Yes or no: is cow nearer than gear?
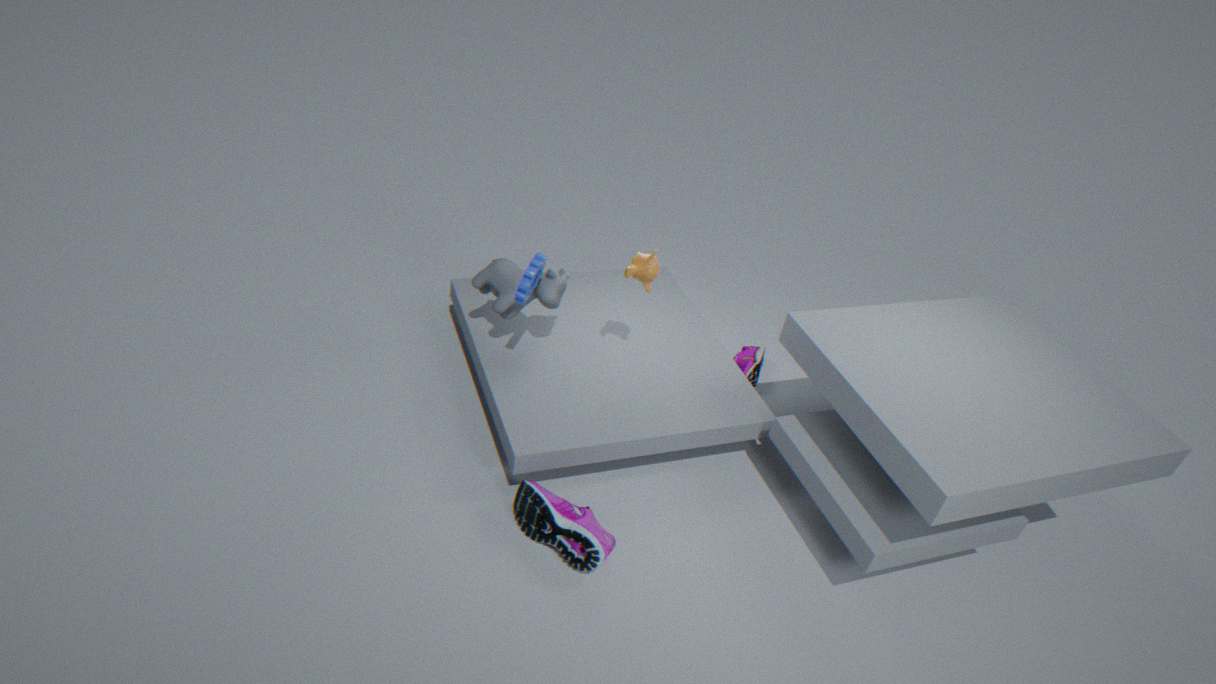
No
